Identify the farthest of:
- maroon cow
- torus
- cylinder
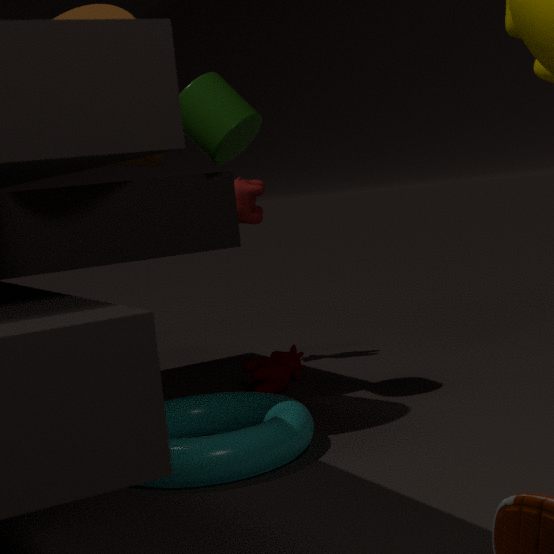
maroon cow
